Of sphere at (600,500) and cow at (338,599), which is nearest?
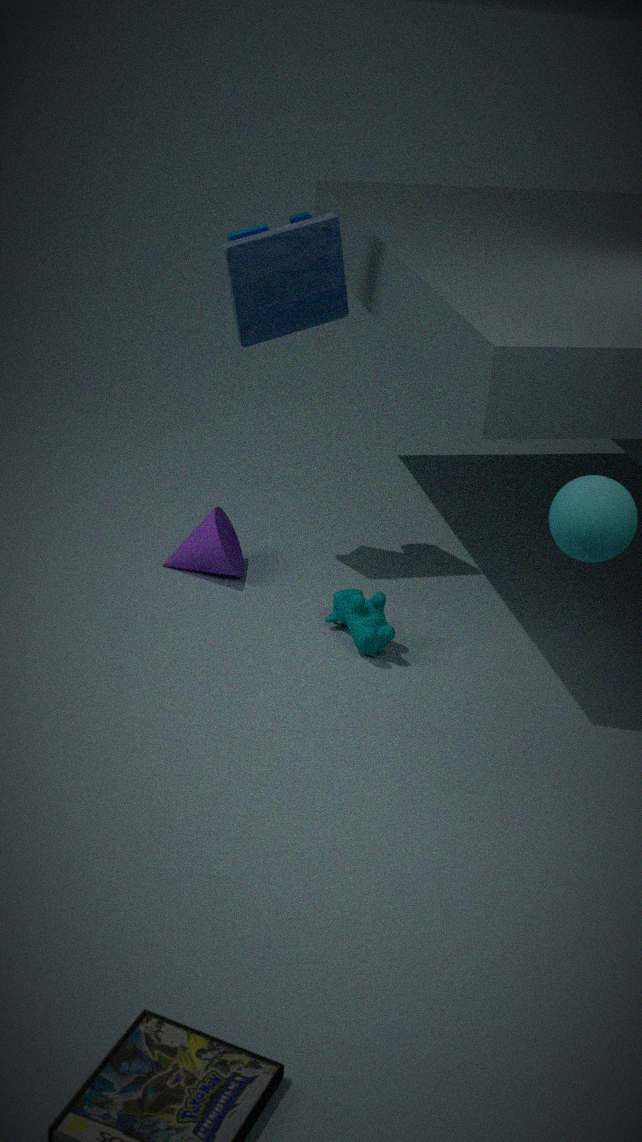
sphere at (600,500)
